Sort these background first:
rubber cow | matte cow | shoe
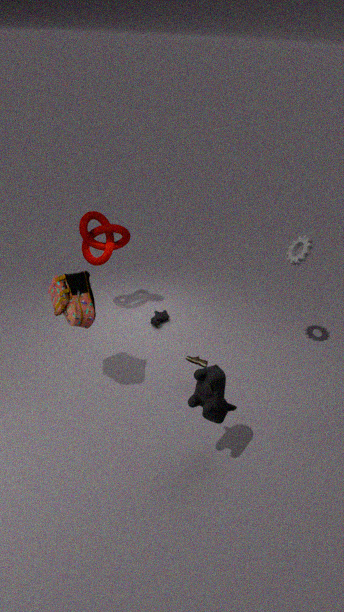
1. matte cow
2. shoe
3. rubber cow
